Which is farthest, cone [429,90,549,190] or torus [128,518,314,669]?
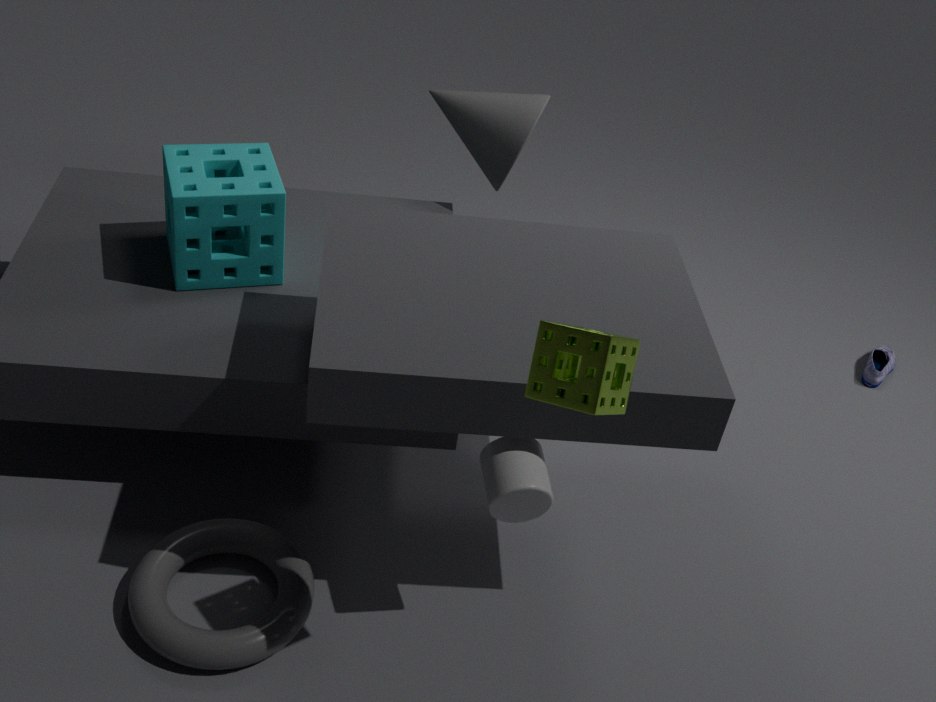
cone [429,90,549,190]
